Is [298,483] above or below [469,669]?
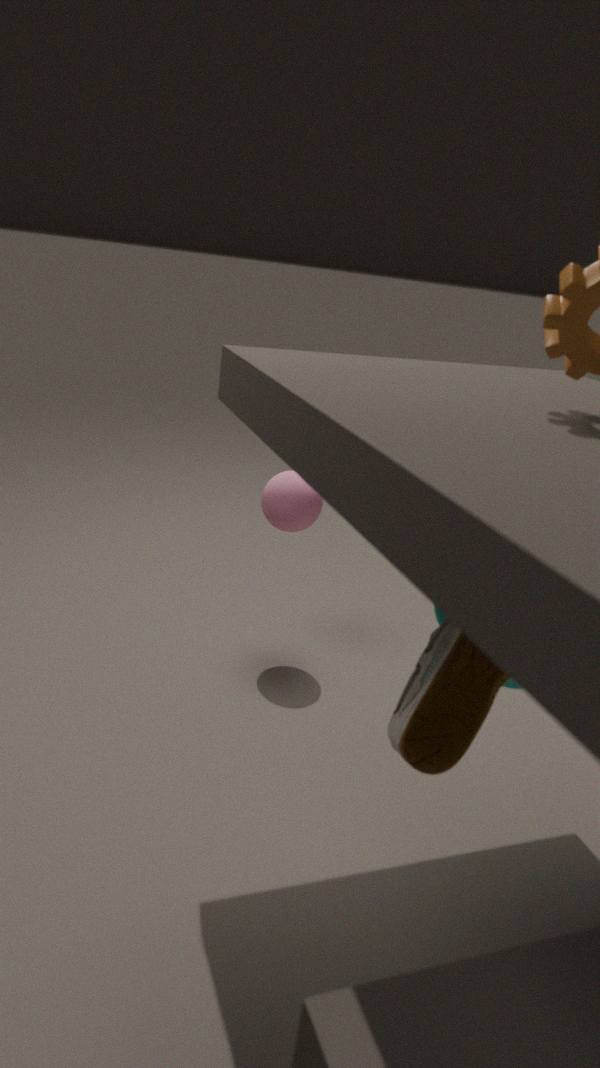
below
